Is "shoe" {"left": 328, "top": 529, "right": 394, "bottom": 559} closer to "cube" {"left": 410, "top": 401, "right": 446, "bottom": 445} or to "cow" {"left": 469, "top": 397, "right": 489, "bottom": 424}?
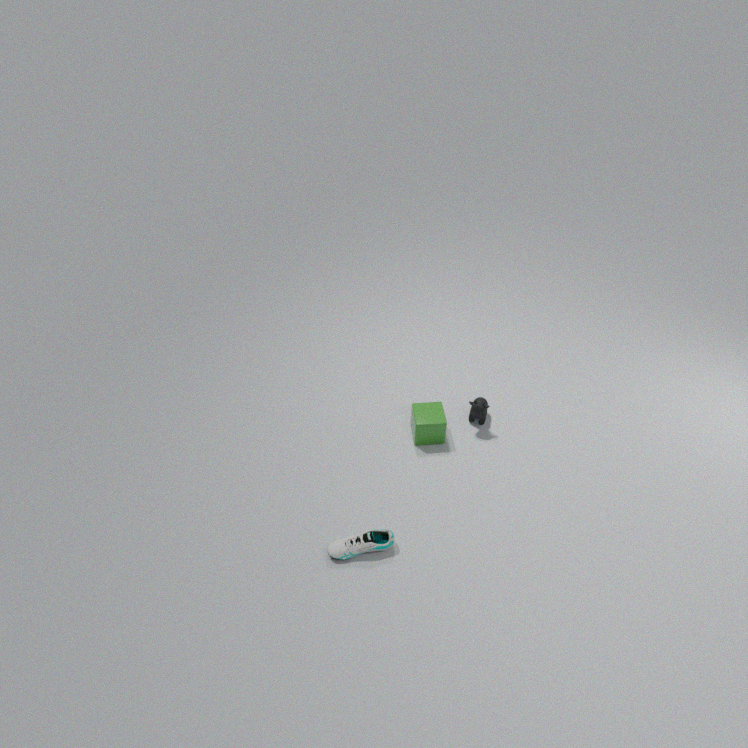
"cube" {"left": 410, "top": 401, "right": 446, "bottom": 445}
